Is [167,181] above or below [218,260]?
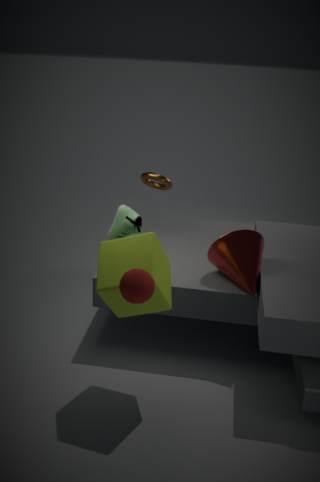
above
